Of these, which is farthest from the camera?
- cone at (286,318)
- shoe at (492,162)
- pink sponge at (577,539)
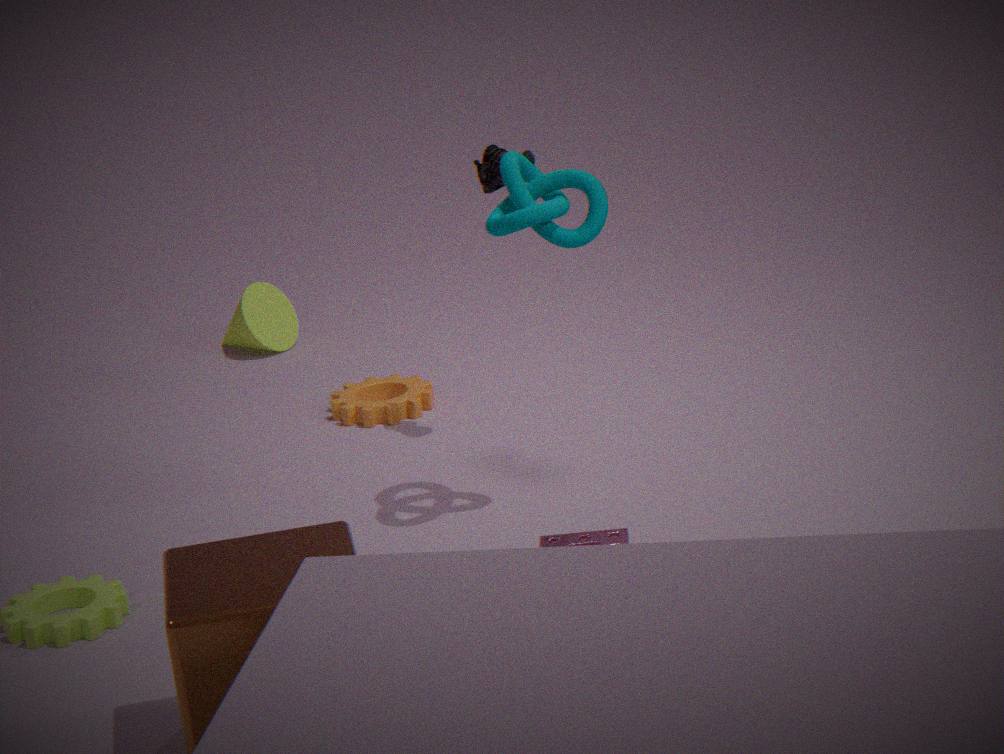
cone at (286,318)
